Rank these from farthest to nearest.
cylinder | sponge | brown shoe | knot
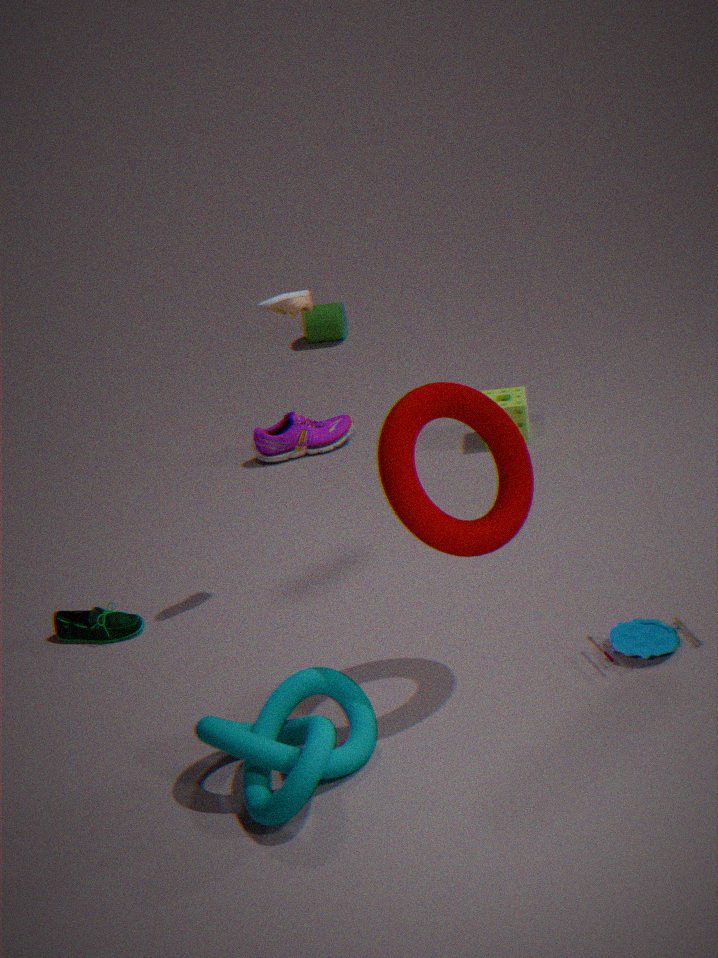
cylinder → sponge → brown shoe → knot
